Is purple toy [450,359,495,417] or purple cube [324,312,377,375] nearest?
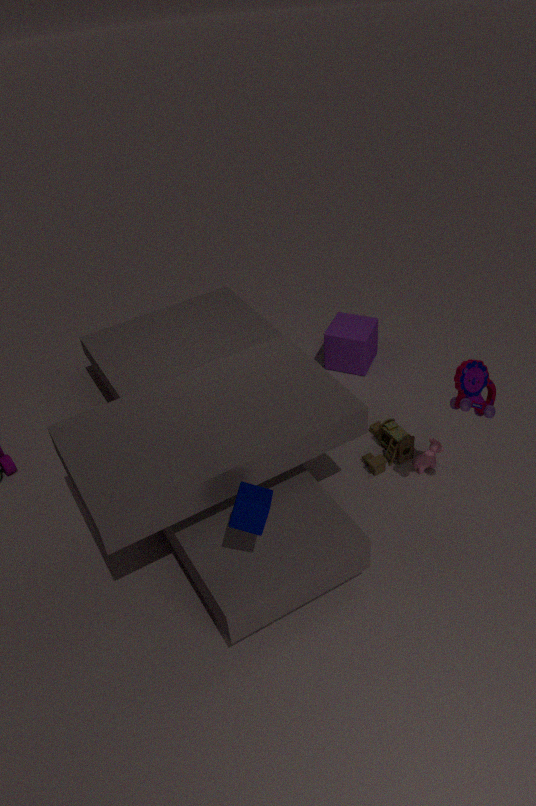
purple toy [450,359,495,417]
